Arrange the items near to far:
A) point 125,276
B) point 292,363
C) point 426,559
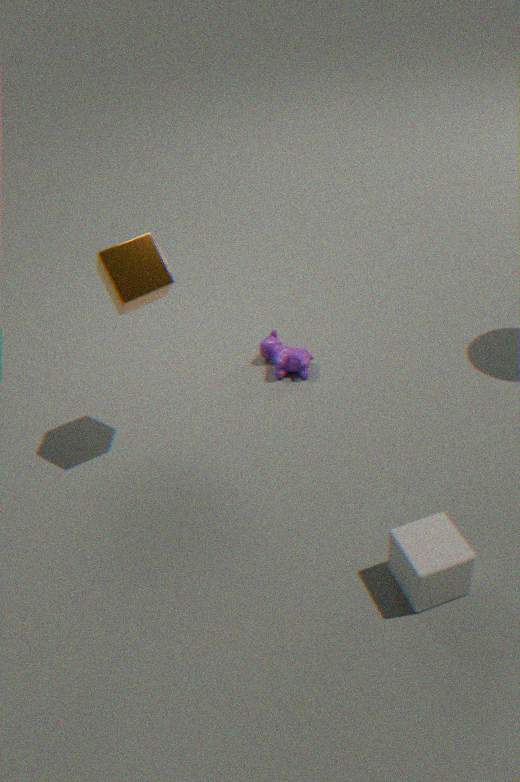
point 426,559 < point 125,276 < point 292,363
